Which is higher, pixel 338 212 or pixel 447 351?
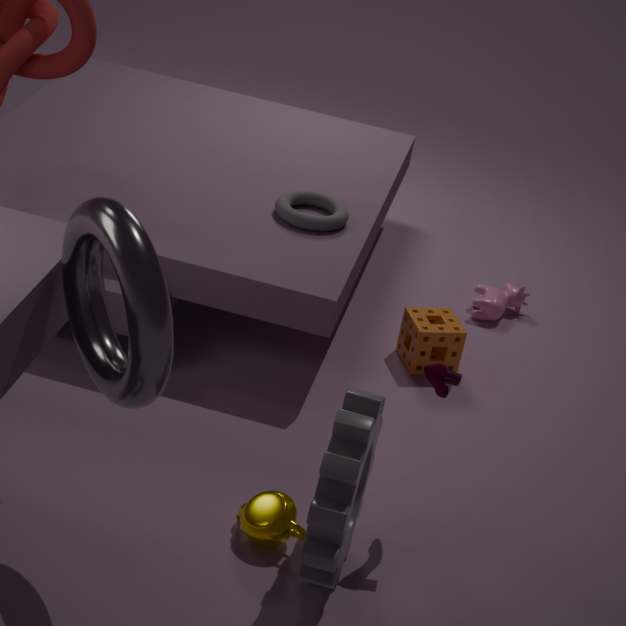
pixel 338 212
